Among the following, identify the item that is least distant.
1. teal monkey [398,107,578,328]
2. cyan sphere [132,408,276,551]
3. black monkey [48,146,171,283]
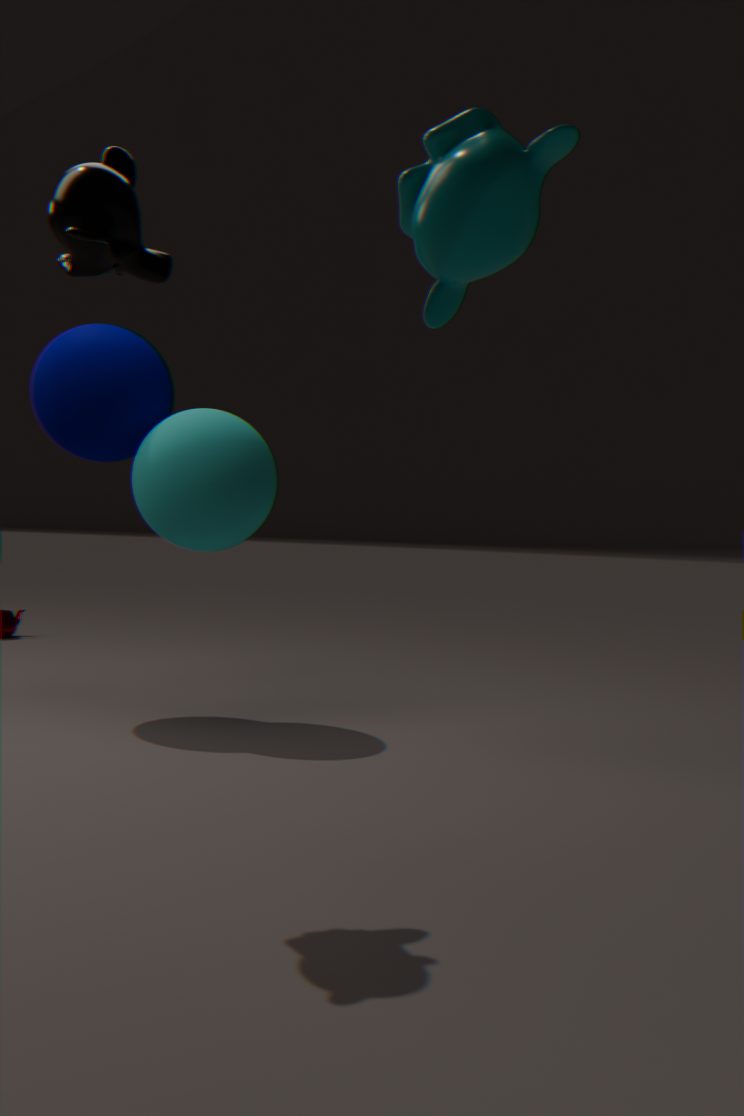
teal monkey [398,107,578,328]
